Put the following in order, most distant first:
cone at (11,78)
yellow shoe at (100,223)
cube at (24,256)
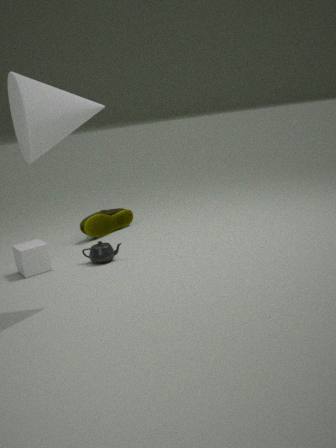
yellow shoe at (100,223)
cube at (24,256)
cone at (11,78)
